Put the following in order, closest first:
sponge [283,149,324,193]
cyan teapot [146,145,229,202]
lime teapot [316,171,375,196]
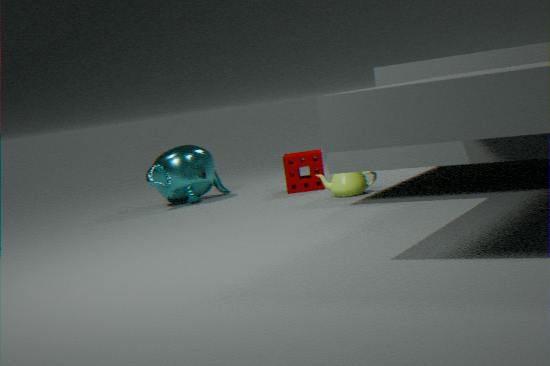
lime teapot [316,171,375,196] → sponge [283,149,324,193] → cyan teapot [146,145,229,202]
